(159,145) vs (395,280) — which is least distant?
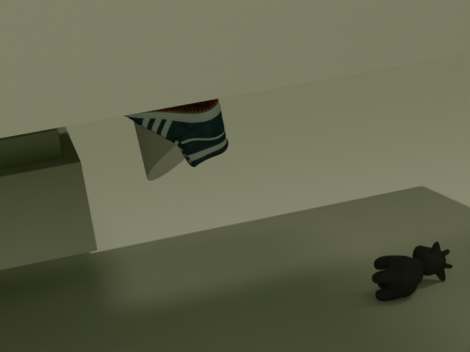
(395,280)
